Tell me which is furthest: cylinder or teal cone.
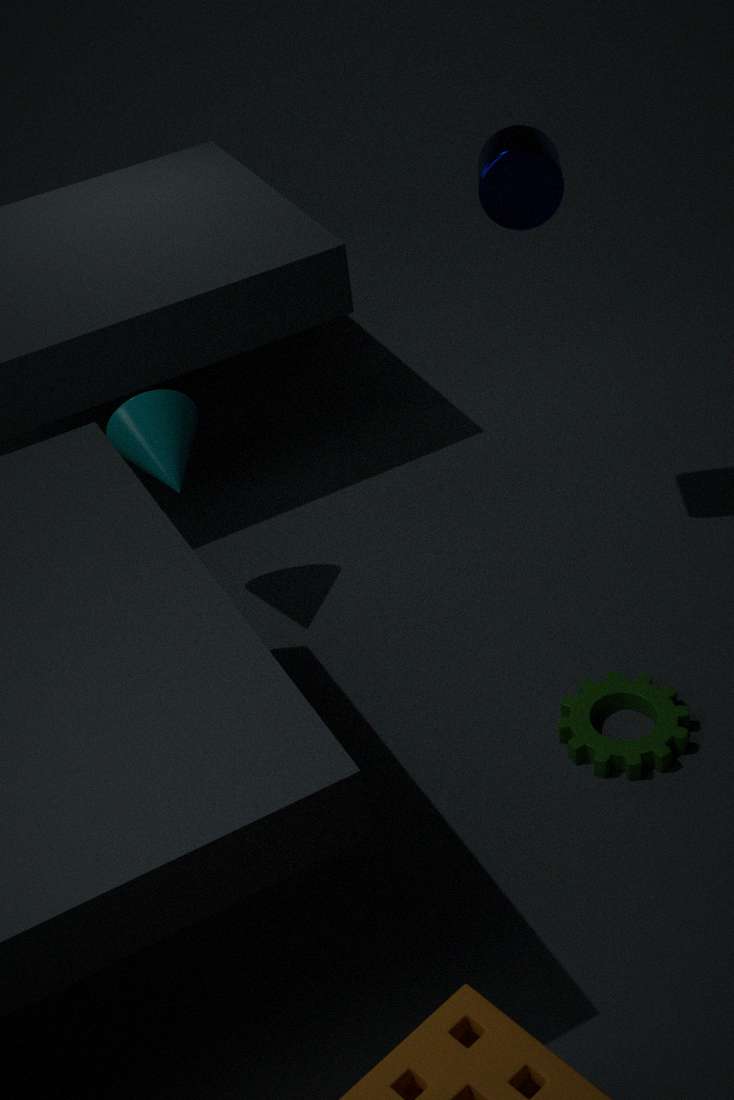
teal cone
